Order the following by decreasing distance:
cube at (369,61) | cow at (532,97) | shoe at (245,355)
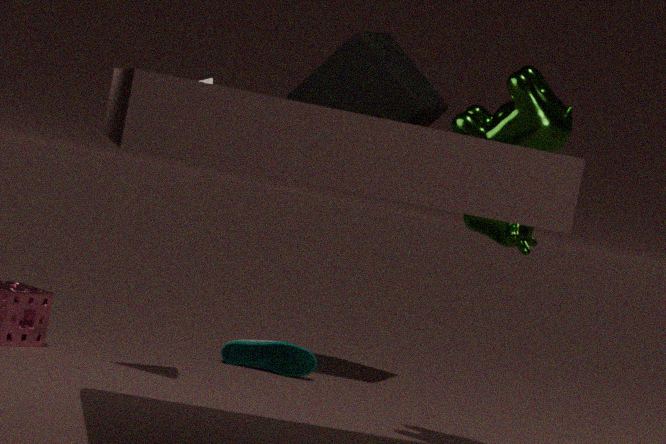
shoe at (245,355) < cube at (369,61) < cow at (532,97)
